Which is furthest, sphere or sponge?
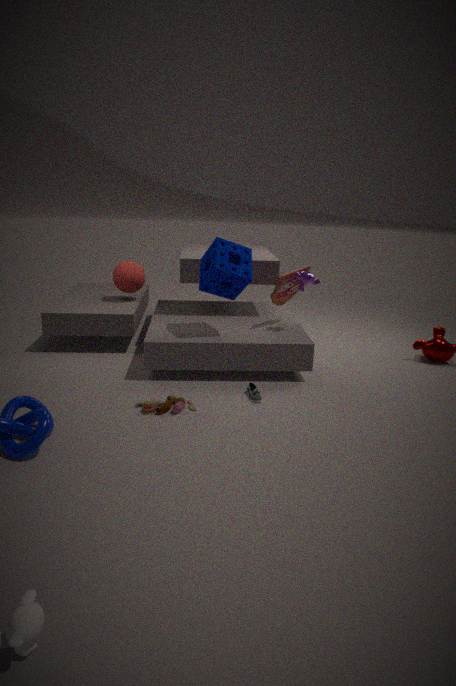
sphere
